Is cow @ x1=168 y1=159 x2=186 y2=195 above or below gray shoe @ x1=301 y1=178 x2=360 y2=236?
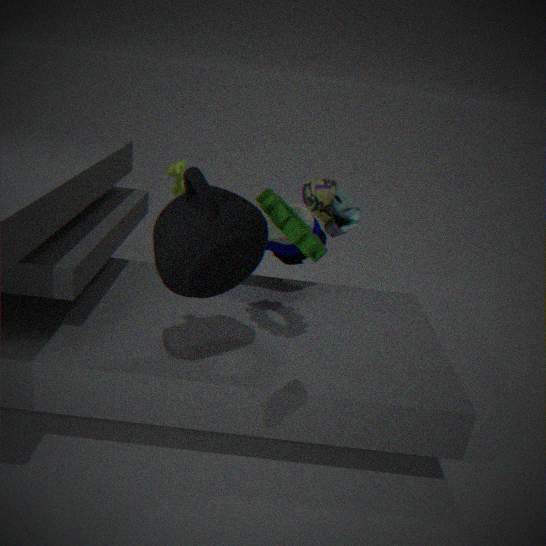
below
